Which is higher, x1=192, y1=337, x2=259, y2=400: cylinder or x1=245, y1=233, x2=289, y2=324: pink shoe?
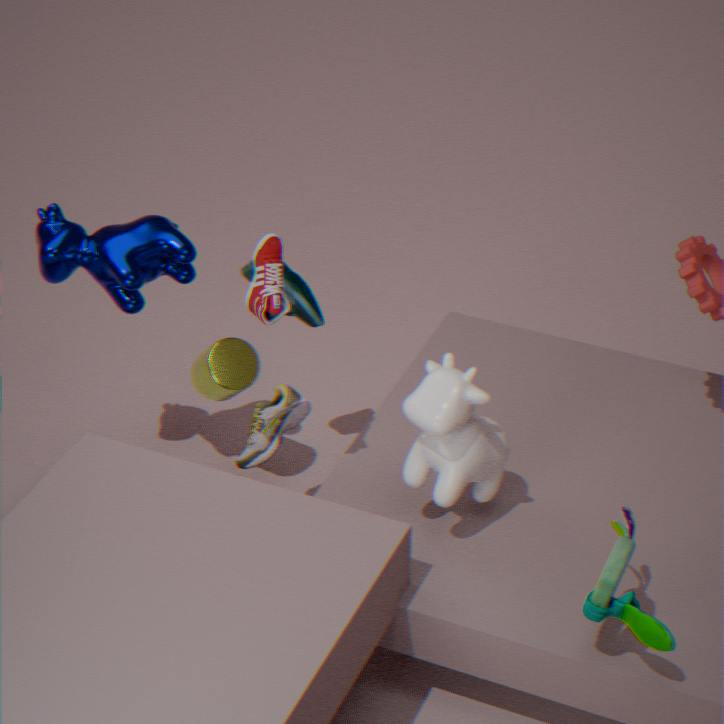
x1=245, y1=233, x2=289, y2=324: pink shoe
